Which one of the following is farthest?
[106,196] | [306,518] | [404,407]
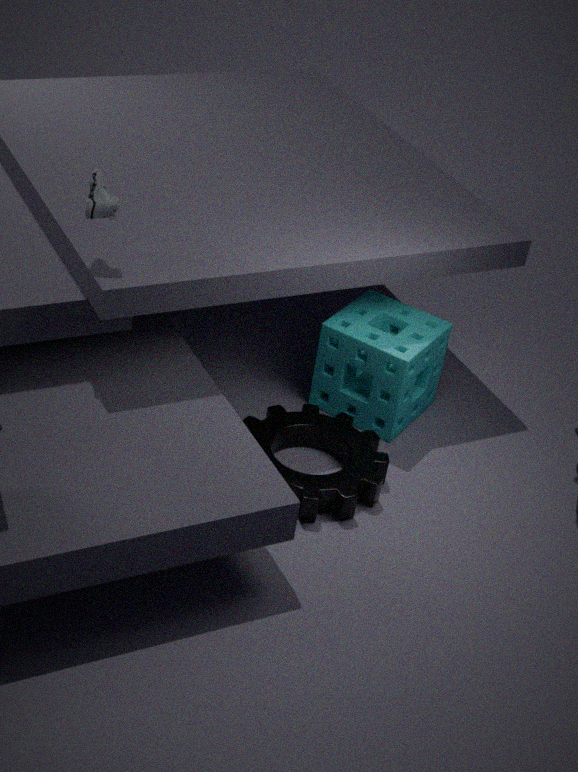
[404,407]
